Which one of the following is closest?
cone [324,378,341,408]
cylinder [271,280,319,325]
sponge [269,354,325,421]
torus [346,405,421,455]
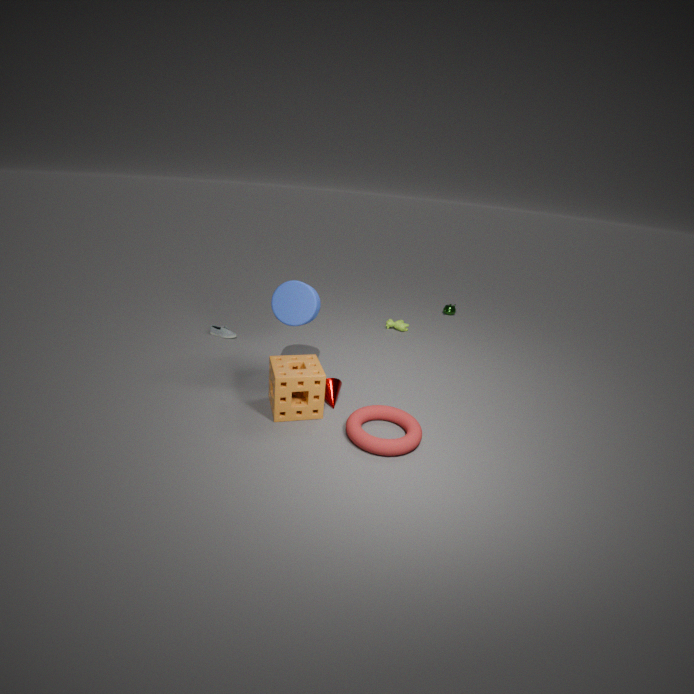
torus [346,405,421,455]
